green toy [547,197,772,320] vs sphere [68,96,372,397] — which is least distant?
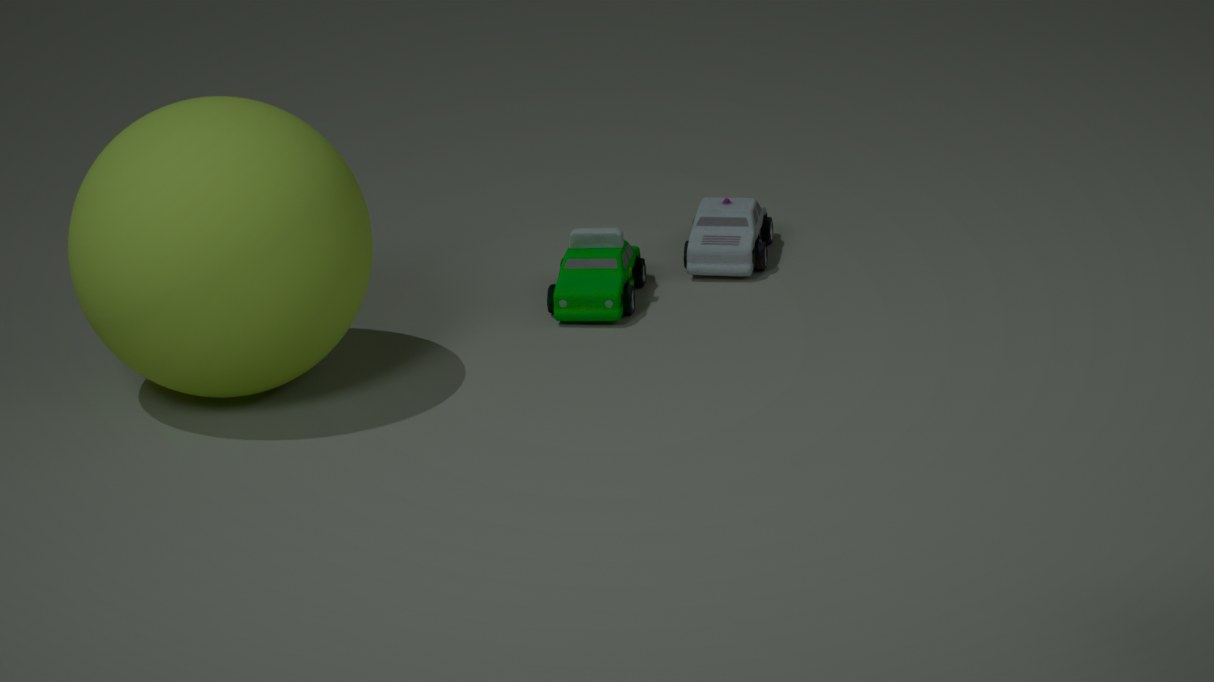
sphere [68,96,372,397]
